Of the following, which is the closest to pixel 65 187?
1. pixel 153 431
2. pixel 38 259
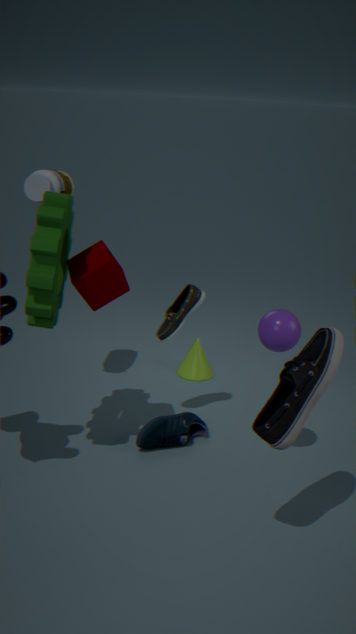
pixel 38 259
